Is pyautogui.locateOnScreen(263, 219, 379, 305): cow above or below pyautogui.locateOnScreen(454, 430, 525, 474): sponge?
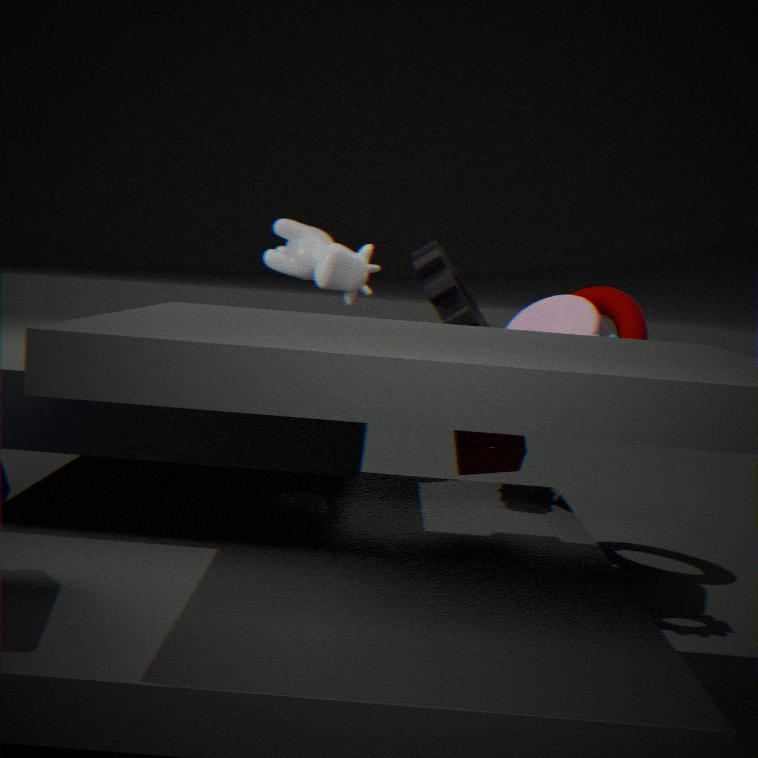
above
